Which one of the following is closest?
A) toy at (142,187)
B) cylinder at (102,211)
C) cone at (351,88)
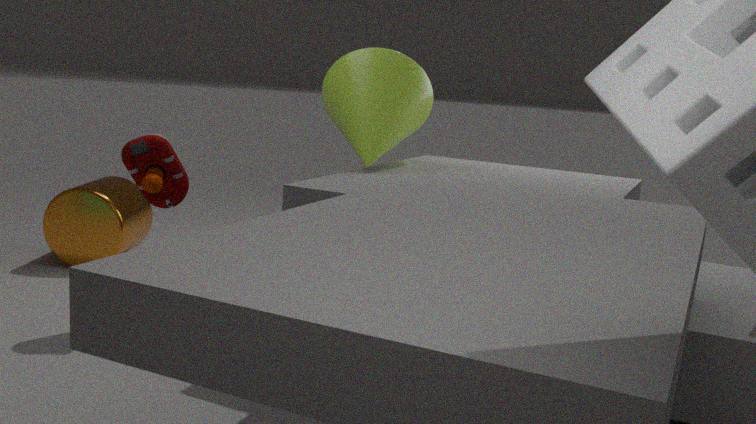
toy at (142,187)
